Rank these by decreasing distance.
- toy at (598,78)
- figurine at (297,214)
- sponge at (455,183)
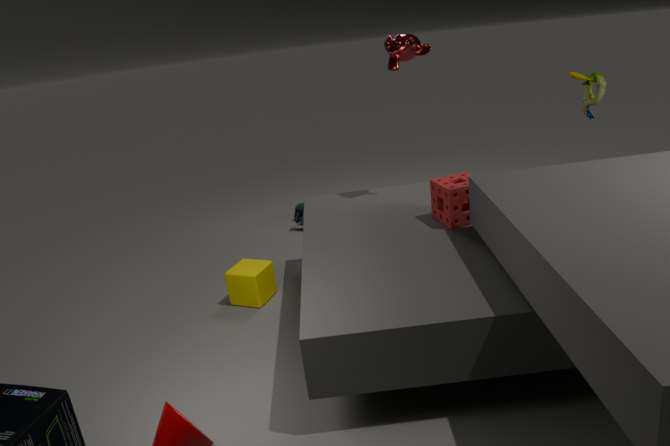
figurine at (297,214)
toy at (598,78)
sponge at (455,183)
